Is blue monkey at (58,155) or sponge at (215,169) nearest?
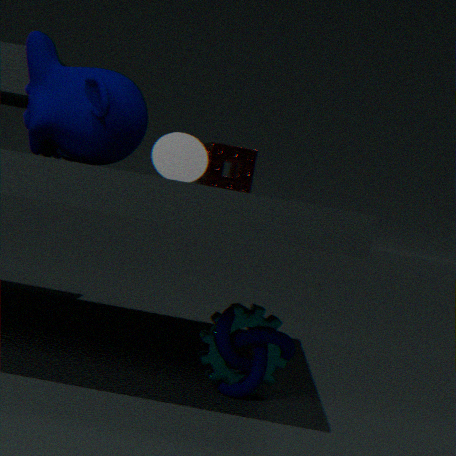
blue monkey at (58,155)
